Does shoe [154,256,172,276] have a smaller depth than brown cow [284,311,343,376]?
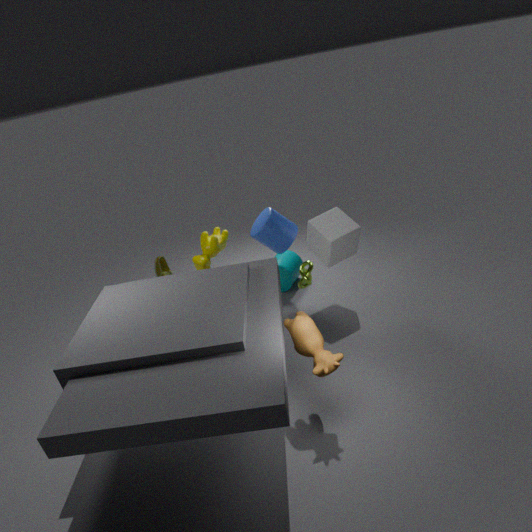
No
